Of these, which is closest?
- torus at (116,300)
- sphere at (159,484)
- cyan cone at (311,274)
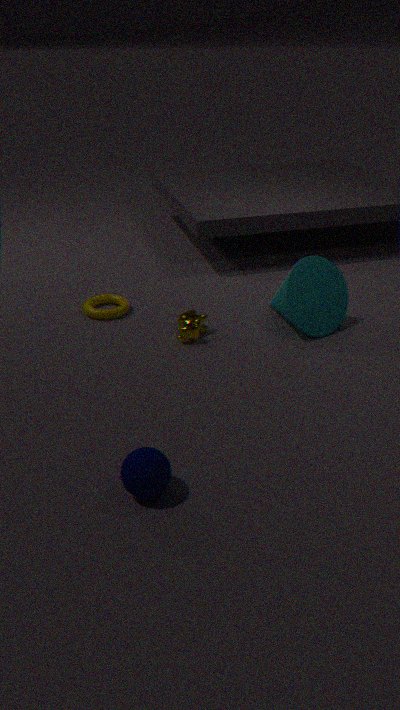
sphere at (159,484)
